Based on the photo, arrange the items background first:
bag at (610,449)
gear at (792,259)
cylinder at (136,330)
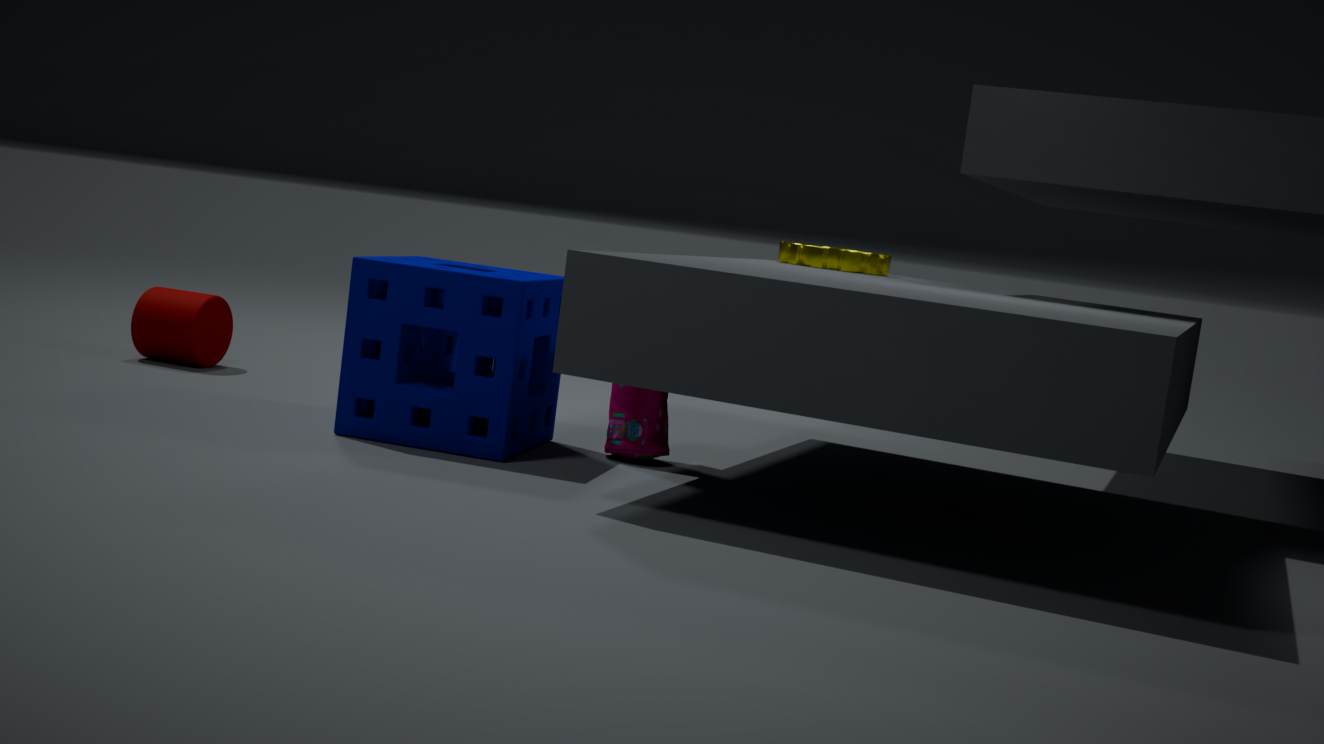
1. cylinder at (136,330)
2. gear at (792,259)
3. bag at (610,449)
